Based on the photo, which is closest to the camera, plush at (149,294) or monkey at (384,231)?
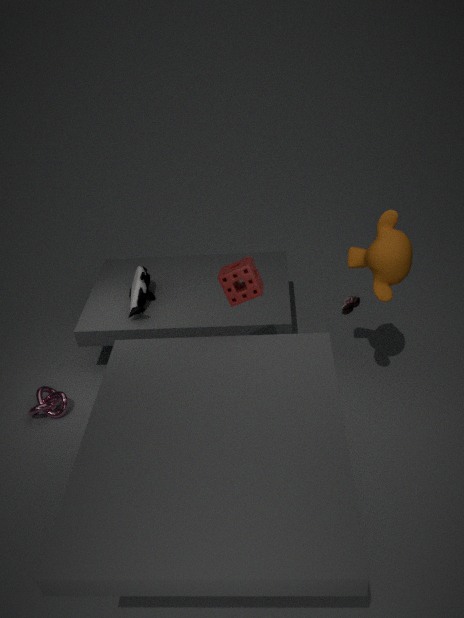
monkey at (384,231)
